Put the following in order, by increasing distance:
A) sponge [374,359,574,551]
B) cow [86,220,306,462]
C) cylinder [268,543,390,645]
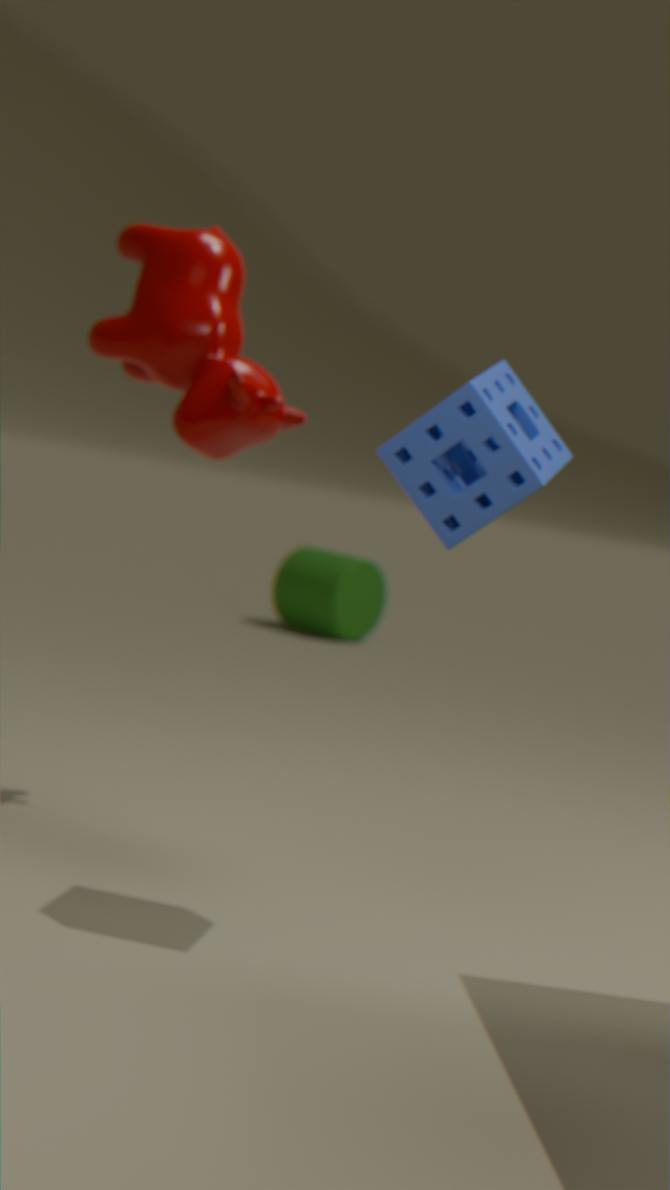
sponge [374,359,574,551] → cow [86,220,306,462] → cylinder [268,543,390,645]
